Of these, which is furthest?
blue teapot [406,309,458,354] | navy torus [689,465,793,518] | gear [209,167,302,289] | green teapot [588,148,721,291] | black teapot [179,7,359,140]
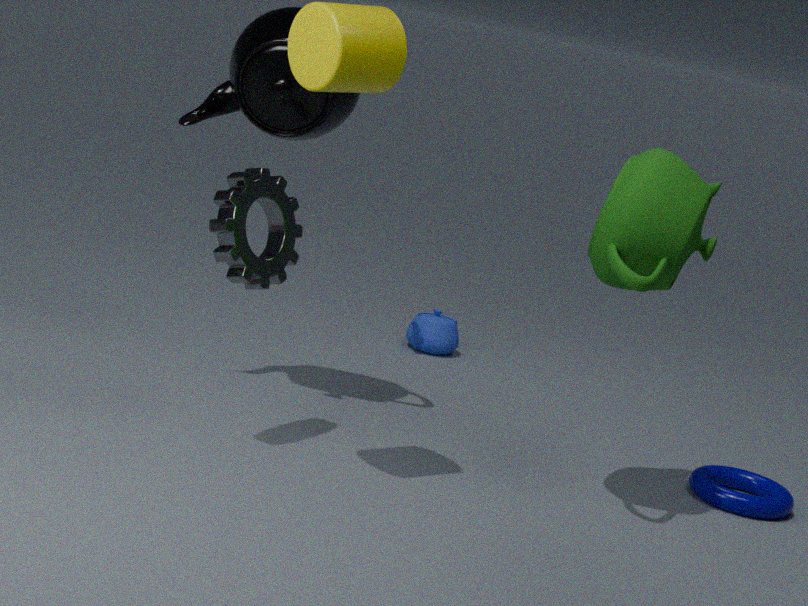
blue teapot [406,309,458,354]
